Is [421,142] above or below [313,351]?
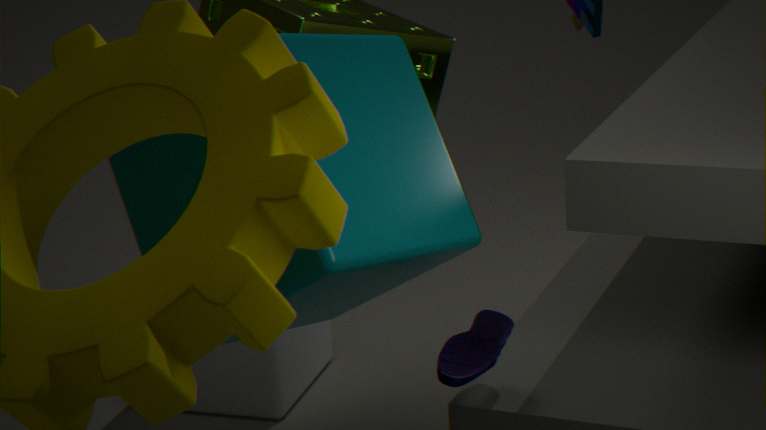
above
